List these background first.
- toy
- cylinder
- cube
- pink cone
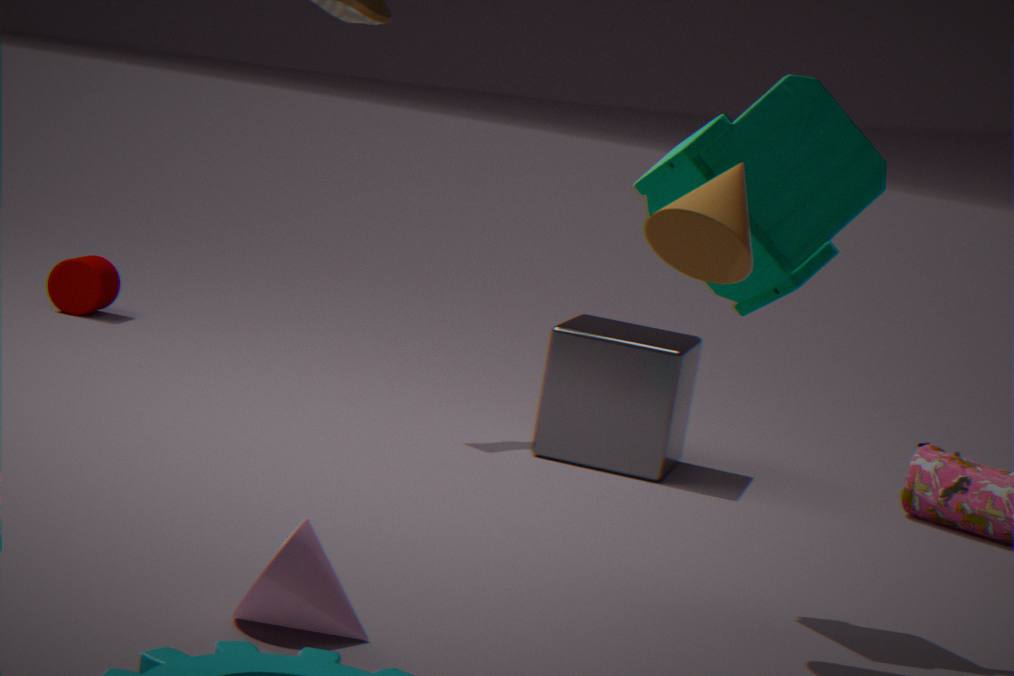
cylinder → cube → toy → pink cone
